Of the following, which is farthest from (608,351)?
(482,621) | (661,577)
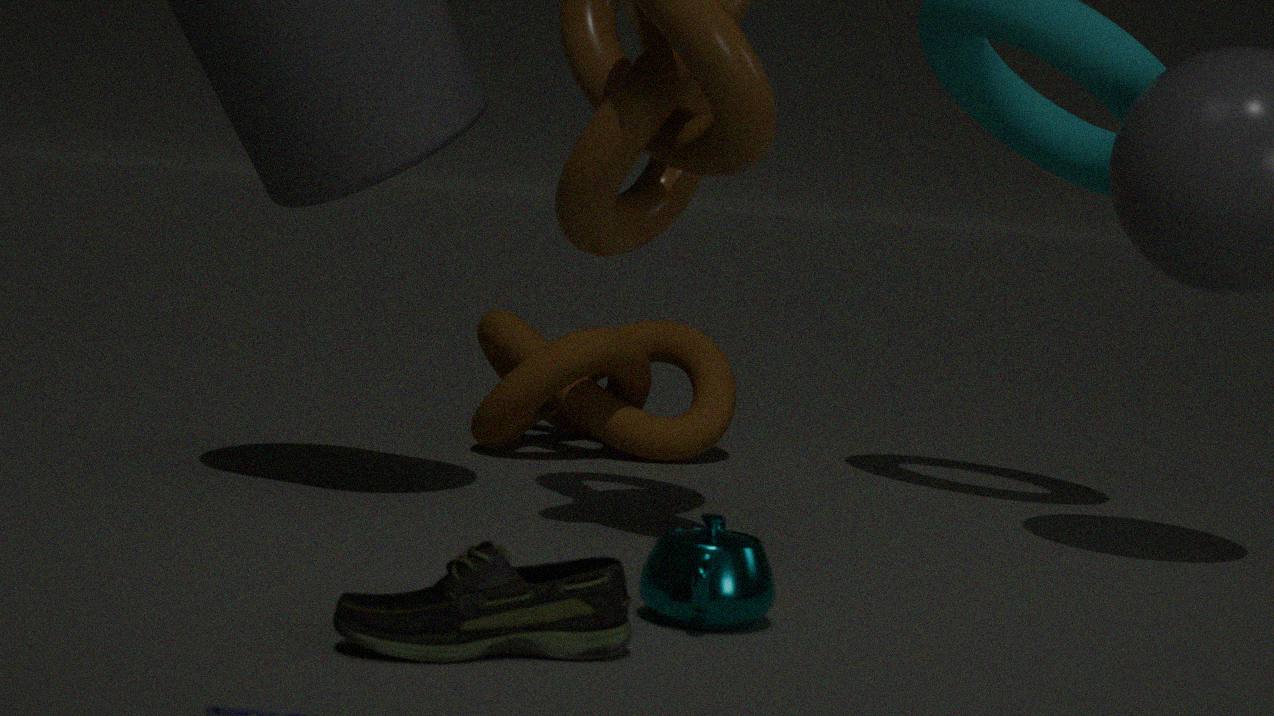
(482,621)
